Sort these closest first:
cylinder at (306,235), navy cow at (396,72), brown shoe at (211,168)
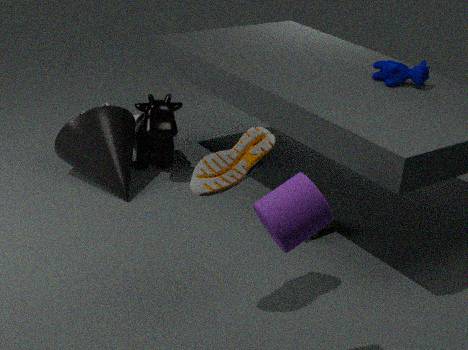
cylinder at (306,235)
brown shoe at (211,168)
navy cow at (396,72)
